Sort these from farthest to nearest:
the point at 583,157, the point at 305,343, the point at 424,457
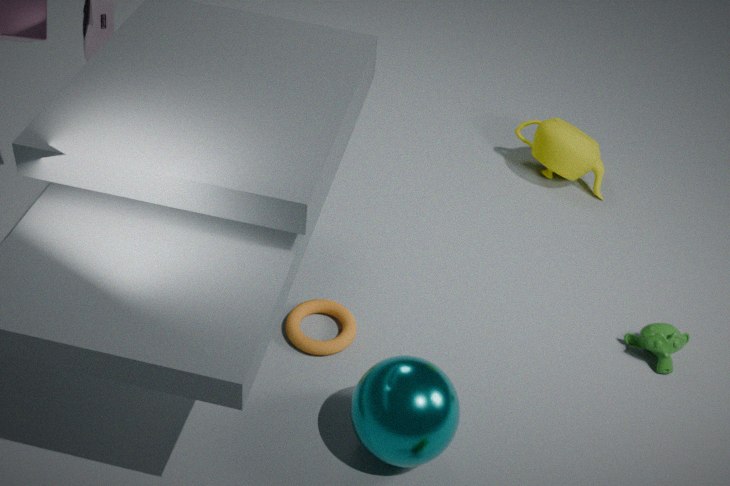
1. the point at 583,157
2. the point at 305,343
3. the point at 424,457
